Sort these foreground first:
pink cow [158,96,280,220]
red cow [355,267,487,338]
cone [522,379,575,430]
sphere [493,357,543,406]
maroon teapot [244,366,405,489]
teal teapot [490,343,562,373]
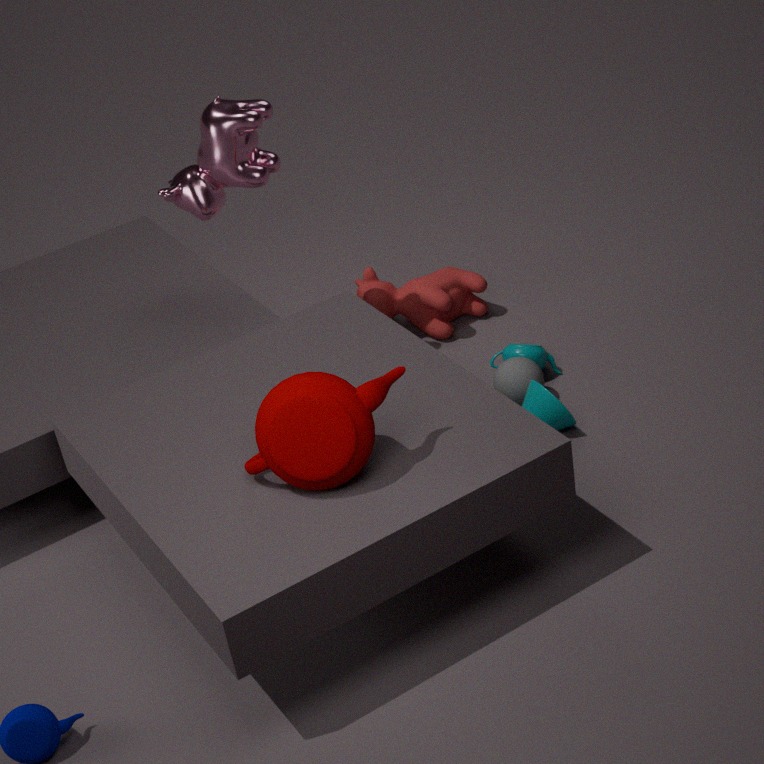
maroon teapot [244,366,405,489], cone [522,379,575,430], pink cow [158,96,280,220], sphere [493,357,543,406], teal teapot [490,343,562,373], red cow [355,267,487,338]
